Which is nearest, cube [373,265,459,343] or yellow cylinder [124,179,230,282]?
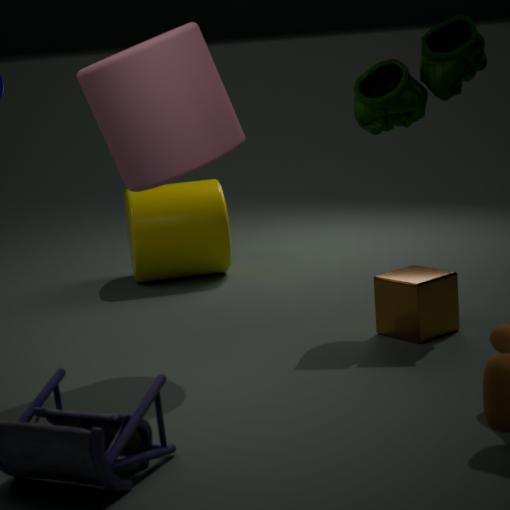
cube [373,265,459,343]
